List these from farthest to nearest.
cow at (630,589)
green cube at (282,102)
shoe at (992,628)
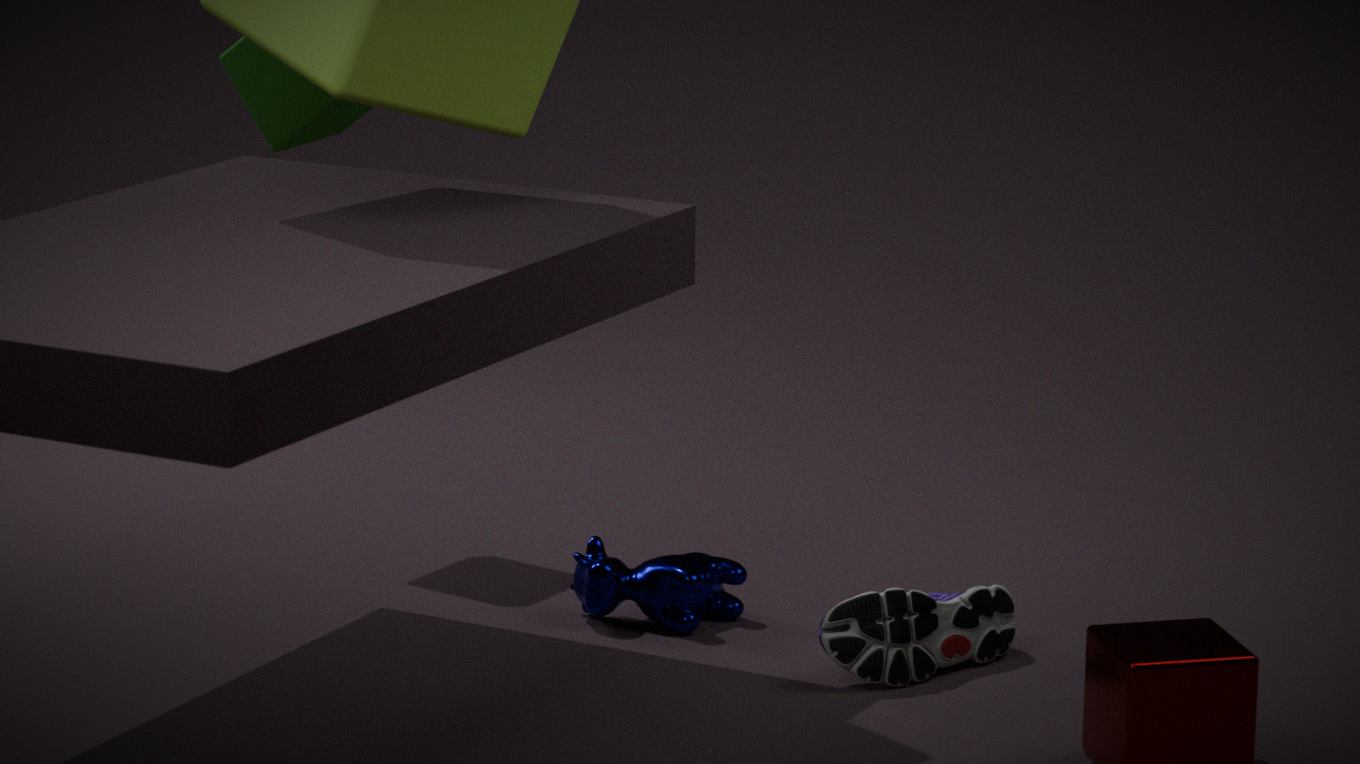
green cube at (282,102)
cow at (630,589)
shoe at (992,628)
